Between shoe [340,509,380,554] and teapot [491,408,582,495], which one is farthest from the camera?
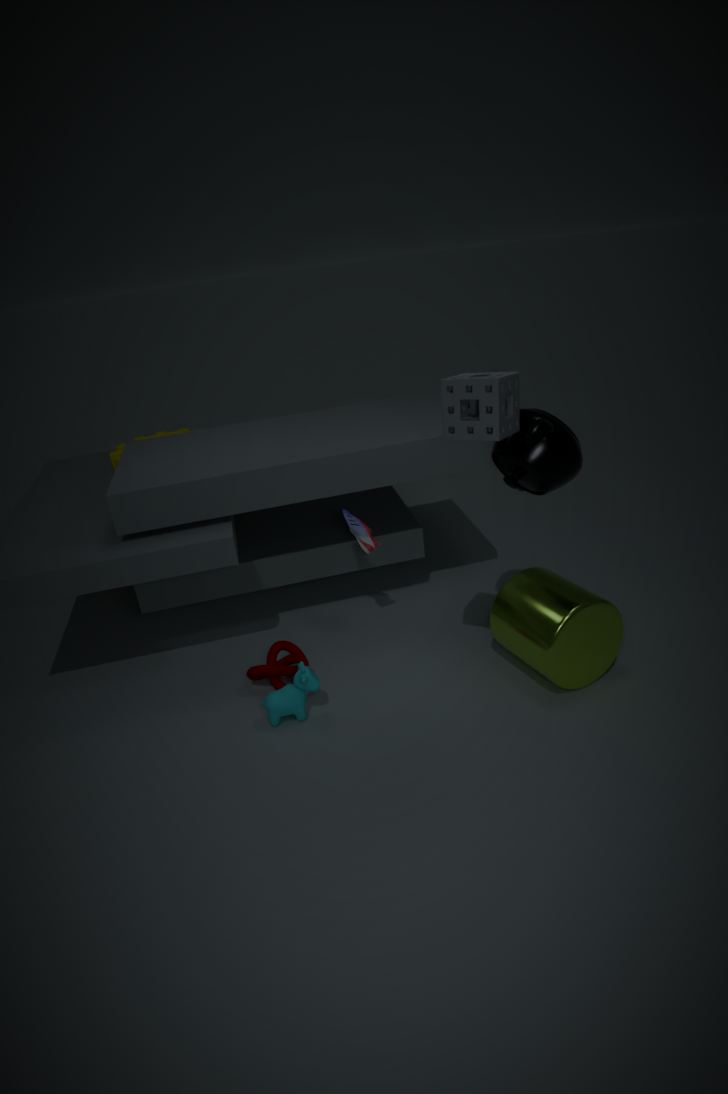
shoe [340,509,380,554]
